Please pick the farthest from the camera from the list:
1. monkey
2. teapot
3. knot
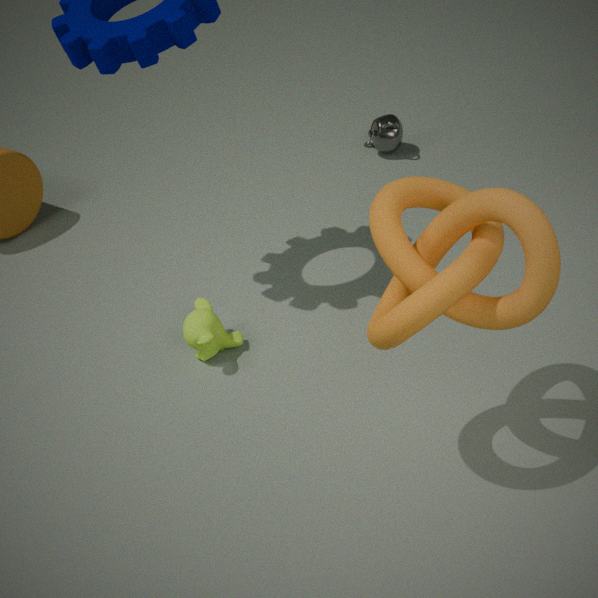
teapot
